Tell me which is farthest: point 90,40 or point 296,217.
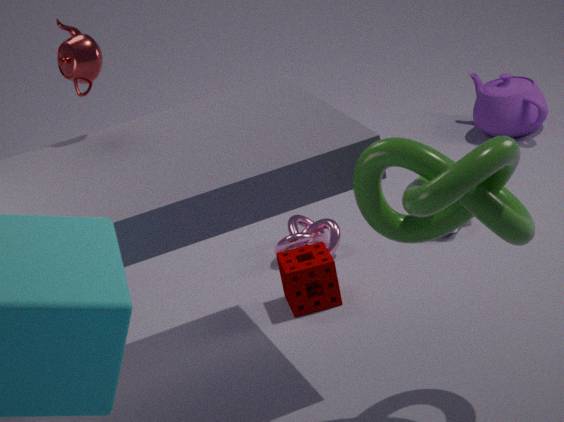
point 296,217
